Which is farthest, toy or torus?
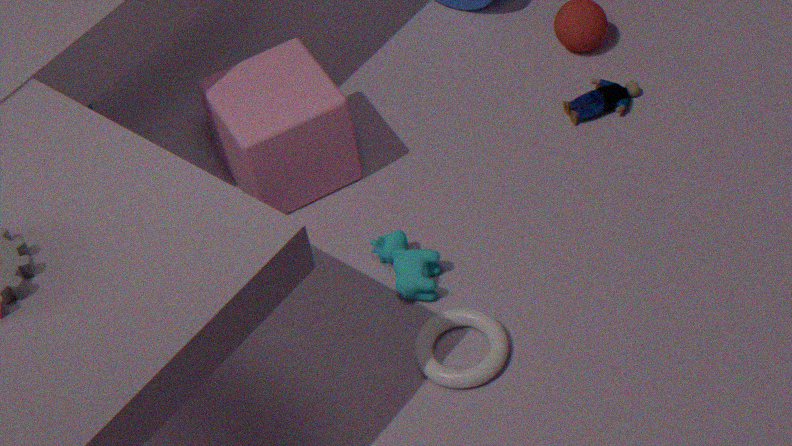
toy
